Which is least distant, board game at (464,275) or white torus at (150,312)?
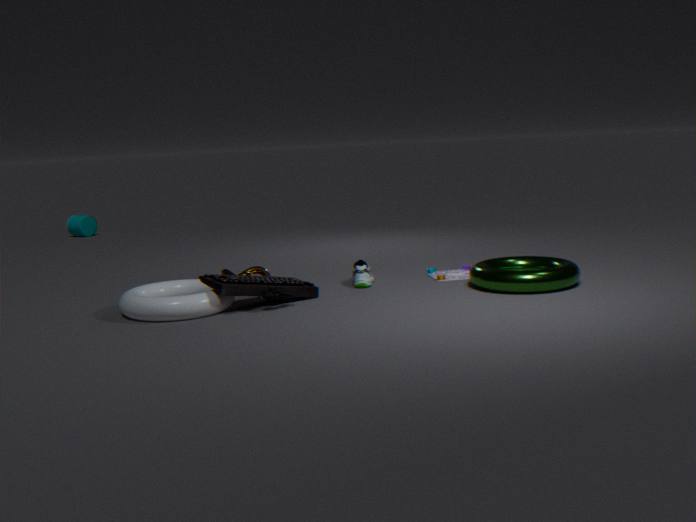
white torus at (150,312)
